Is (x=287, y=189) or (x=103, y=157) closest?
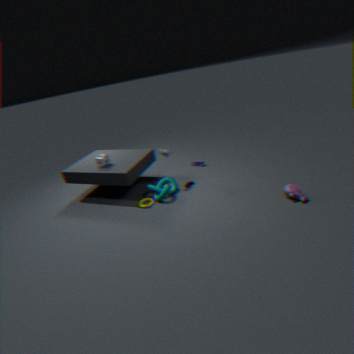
(x=287, y=189)
